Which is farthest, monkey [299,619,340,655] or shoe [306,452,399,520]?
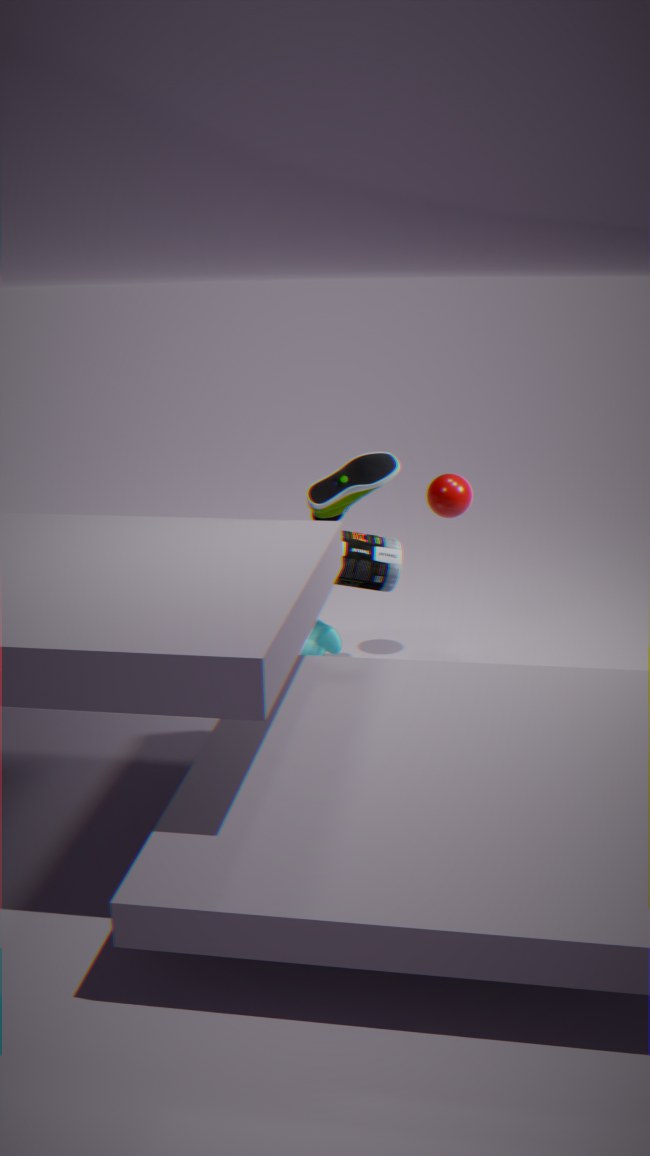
monkey [299,619,340,655]
